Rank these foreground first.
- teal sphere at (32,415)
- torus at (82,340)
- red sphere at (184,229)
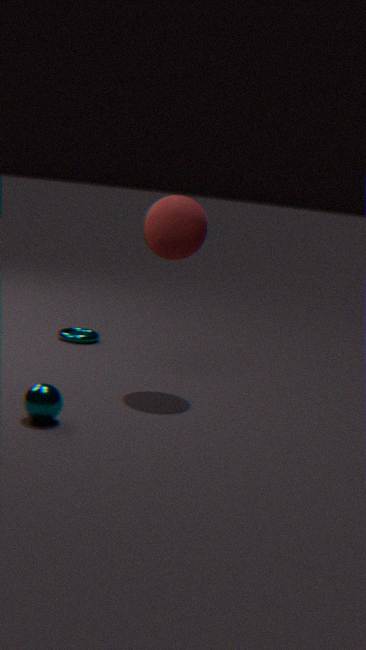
teal sphere at (32,415)
red sphere at (184,229)
torus at (82,340)
